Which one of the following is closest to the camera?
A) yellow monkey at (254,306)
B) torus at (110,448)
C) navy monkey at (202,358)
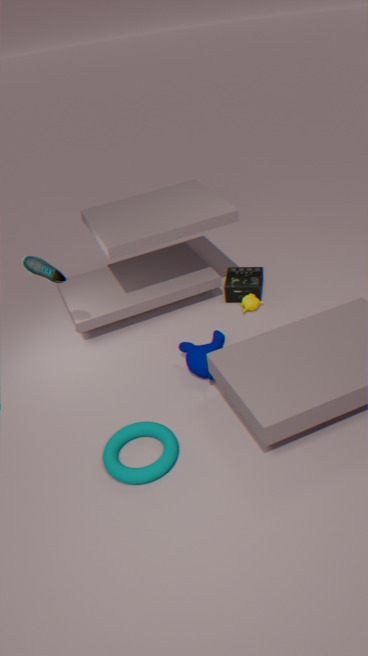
torus at (110,448)
